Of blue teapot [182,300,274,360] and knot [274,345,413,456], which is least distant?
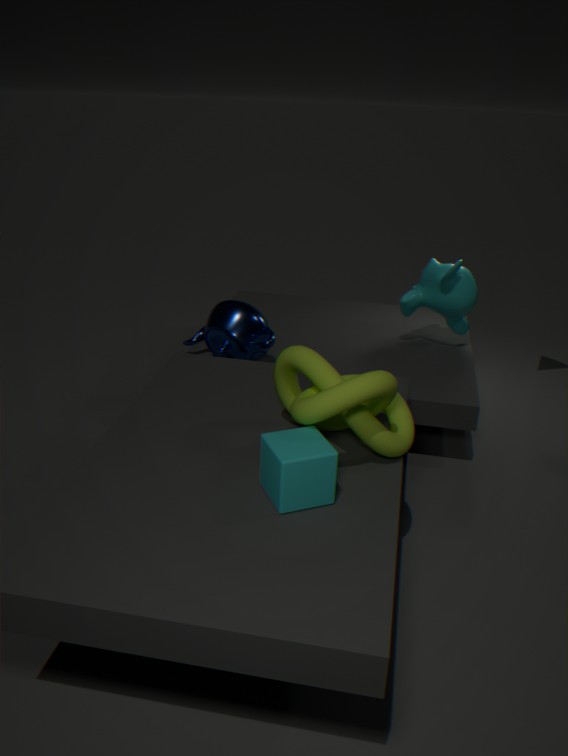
knot [274,345,413,456]
